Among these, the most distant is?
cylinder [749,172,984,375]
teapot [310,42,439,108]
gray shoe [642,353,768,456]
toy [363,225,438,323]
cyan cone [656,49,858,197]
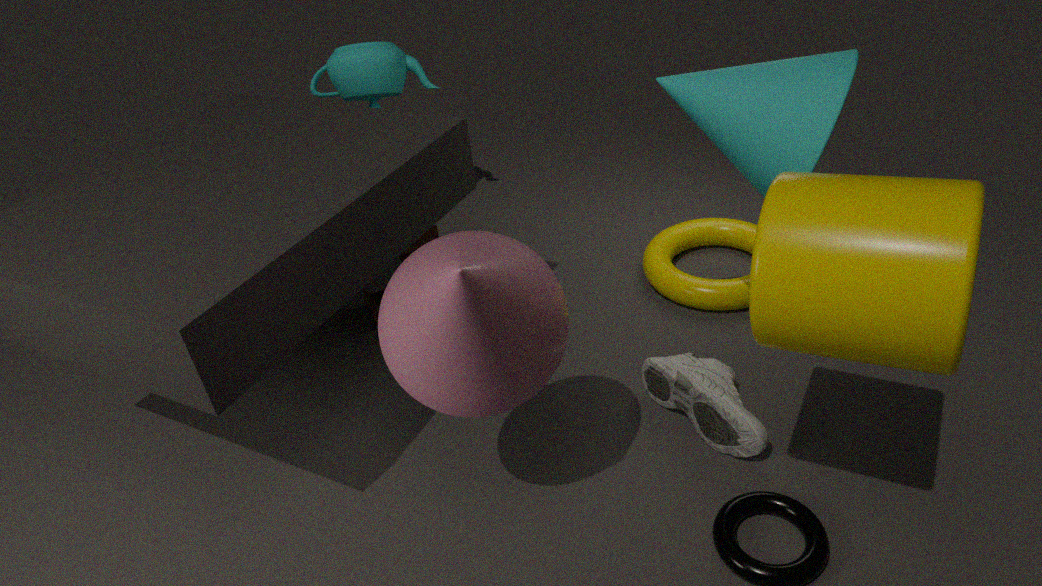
teapot [310,42,439,108]
